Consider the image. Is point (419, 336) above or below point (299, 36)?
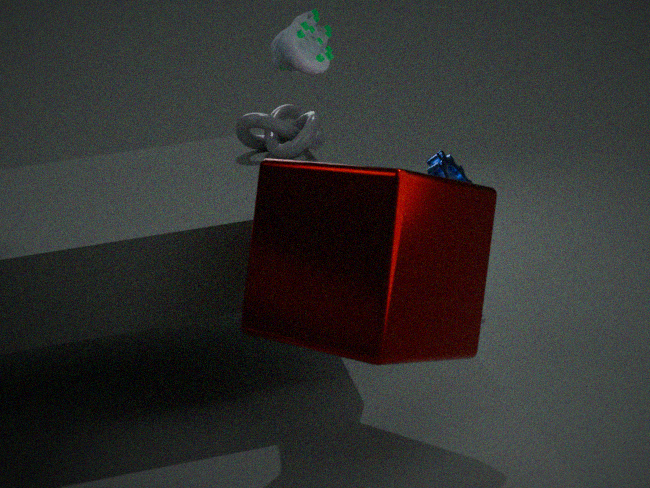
below
